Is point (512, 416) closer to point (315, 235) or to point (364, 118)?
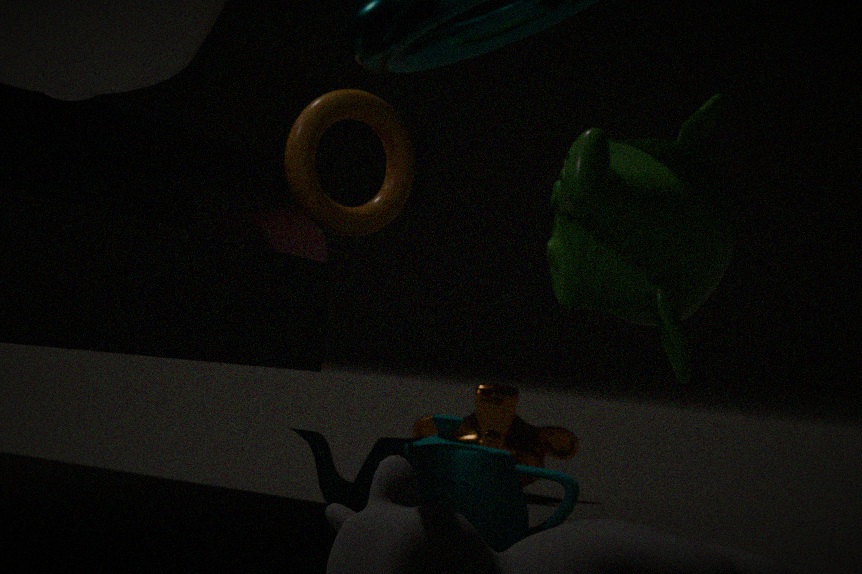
point (315, 235)
